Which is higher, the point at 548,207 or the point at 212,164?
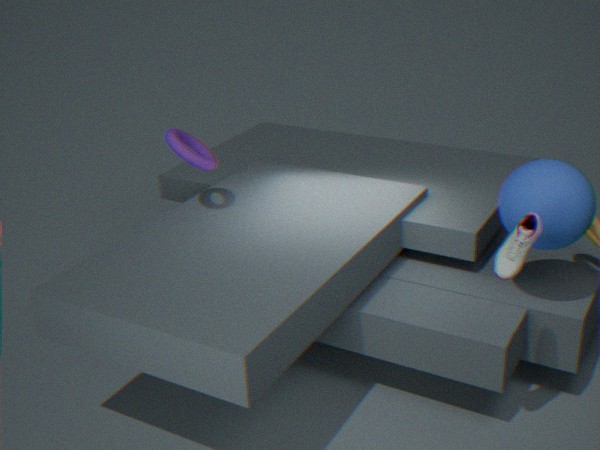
the point at 212,164
